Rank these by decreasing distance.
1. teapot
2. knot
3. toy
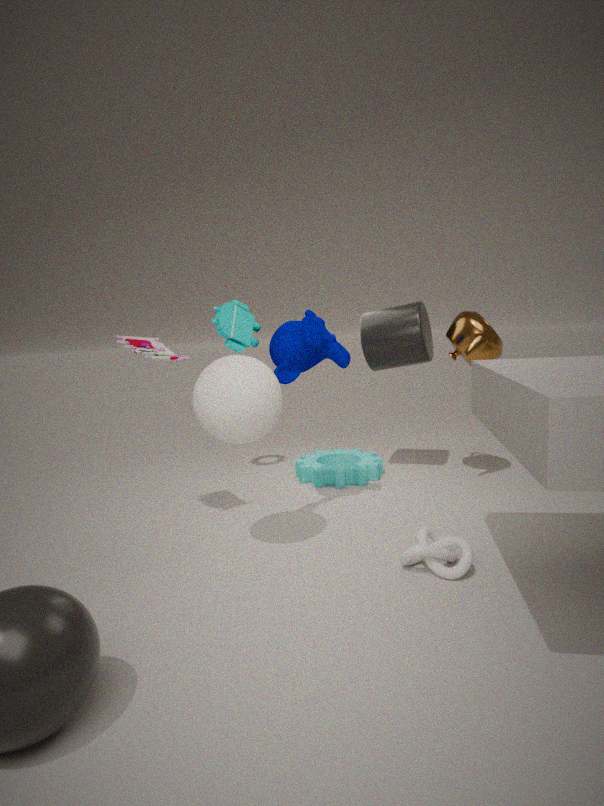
teapot < toy < knot
